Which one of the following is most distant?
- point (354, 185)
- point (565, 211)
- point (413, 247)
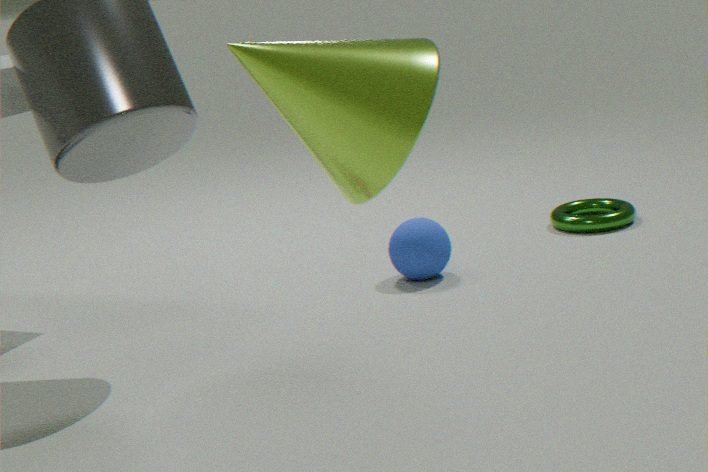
point (565, 211)
